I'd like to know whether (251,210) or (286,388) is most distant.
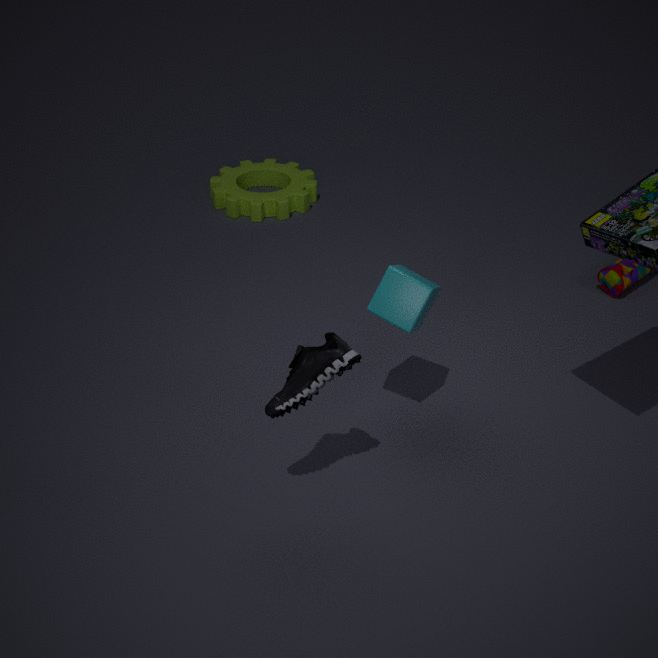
(251,210)
